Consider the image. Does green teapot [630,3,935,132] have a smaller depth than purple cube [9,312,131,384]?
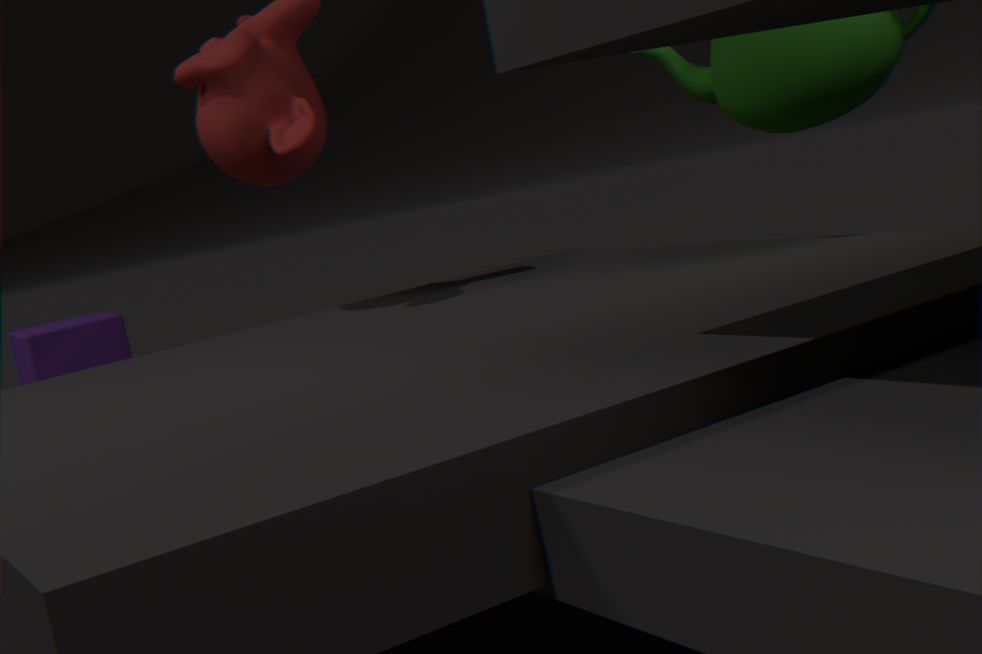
Yes
